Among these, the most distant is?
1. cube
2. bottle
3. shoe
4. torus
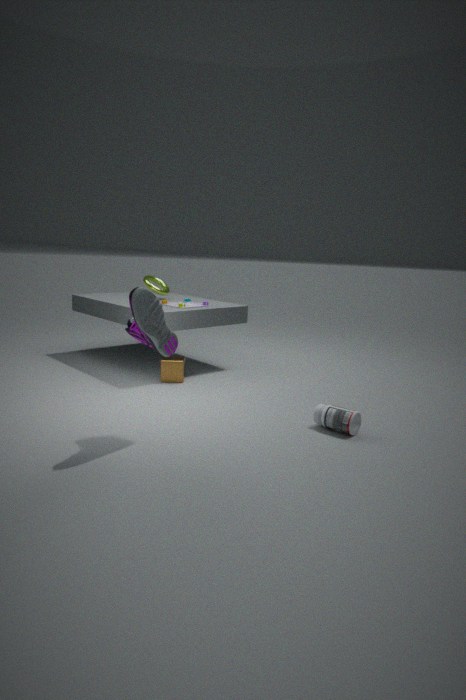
torus
